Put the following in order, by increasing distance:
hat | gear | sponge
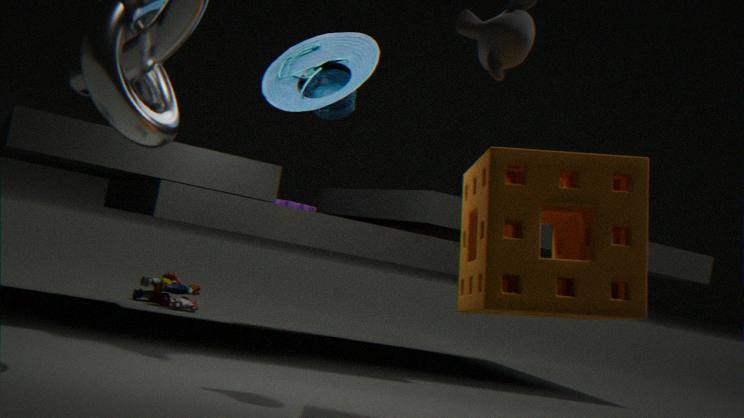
sponge < hat < gear
